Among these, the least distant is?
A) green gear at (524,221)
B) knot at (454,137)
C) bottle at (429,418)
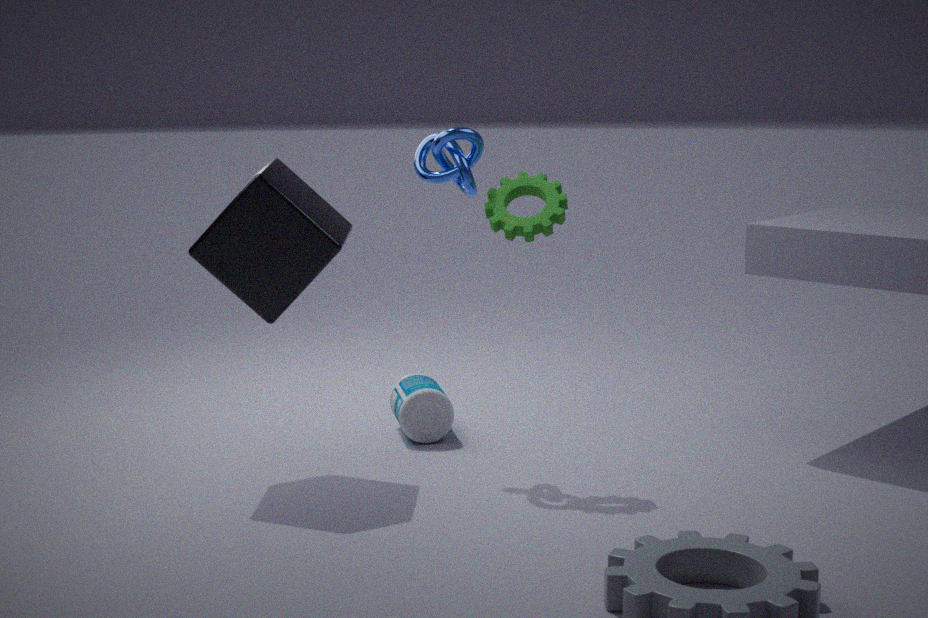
green gear at (524,221)
